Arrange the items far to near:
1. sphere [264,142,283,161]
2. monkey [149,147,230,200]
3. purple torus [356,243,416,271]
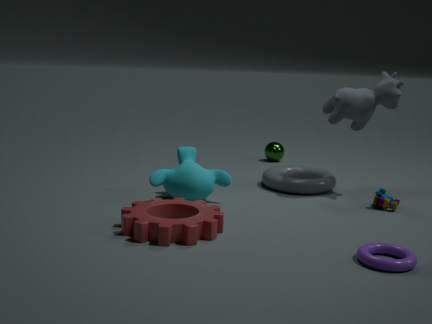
1. sphere [264,142,283,161]
2. monkey [149,147,230,200]
3. purple torus [356,243,416,271]
